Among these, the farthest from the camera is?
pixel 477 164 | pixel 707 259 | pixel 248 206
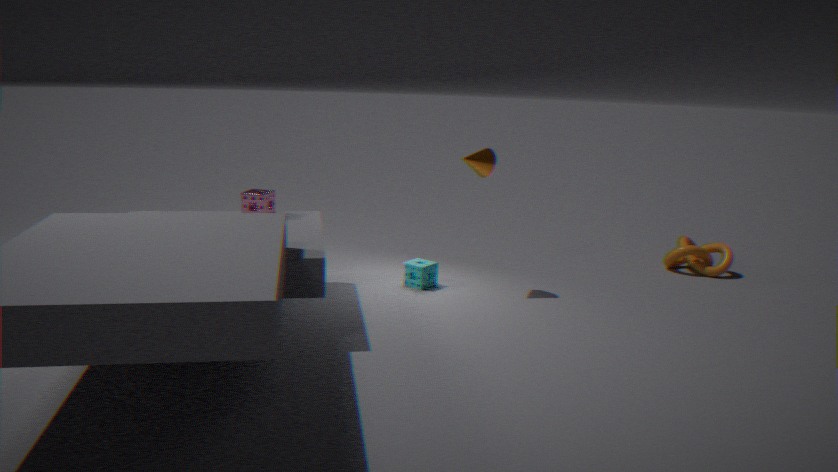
→ pixel 707 259
